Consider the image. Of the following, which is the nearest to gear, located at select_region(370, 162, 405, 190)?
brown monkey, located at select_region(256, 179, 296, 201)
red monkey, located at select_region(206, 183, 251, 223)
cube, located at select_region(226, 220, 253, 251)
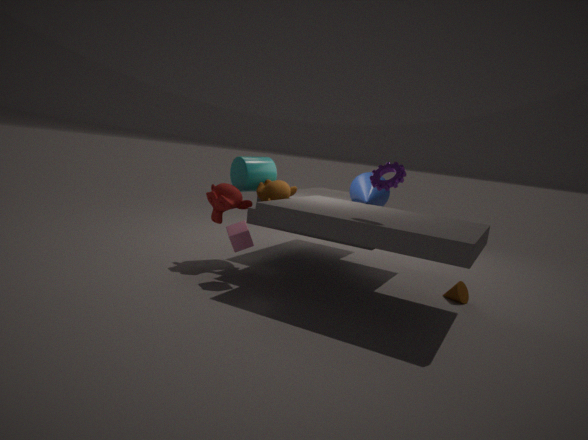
brown monkey, located at select_region(256, 179, 296, 201)
